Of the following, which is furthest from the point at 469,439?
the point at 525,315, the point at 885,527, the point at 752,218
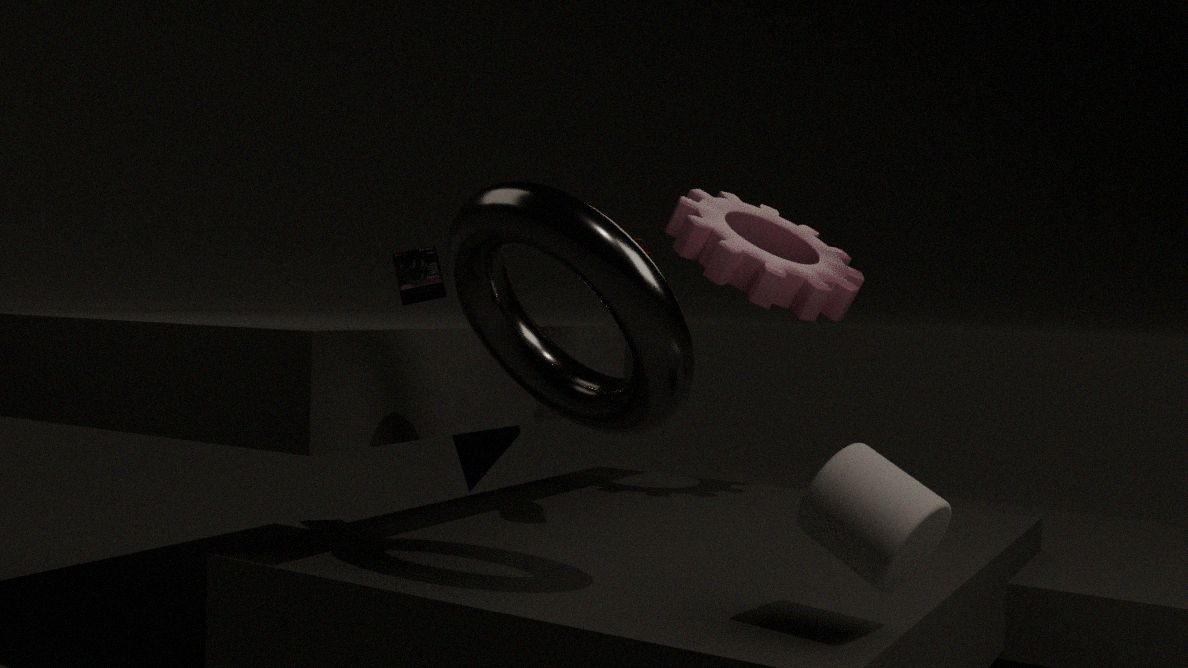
the point at 885,527
